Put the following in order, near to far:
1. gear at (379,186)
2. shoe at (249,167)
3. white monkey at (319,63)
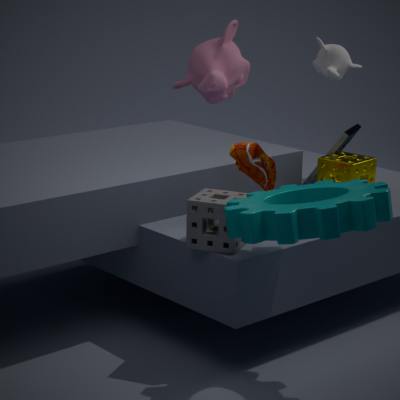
gear at (379,186)
shoe at (249,167)
white monkey at (319,63)
